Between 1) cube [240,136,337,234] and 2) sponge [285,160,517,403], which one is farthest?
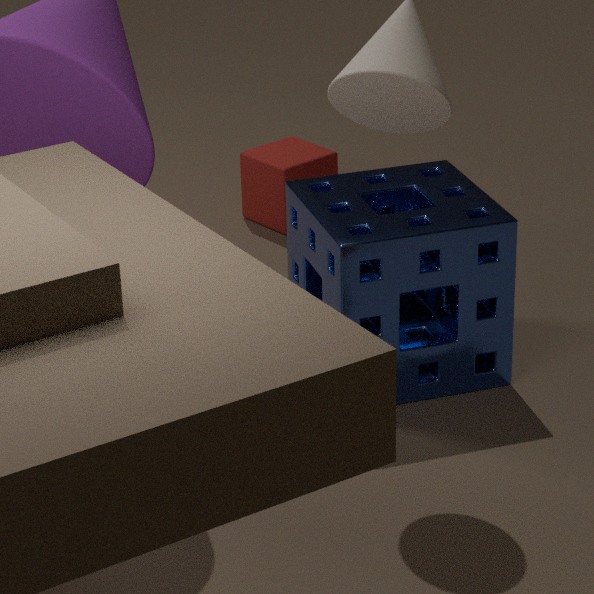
1. cube [240,136,337,234]
